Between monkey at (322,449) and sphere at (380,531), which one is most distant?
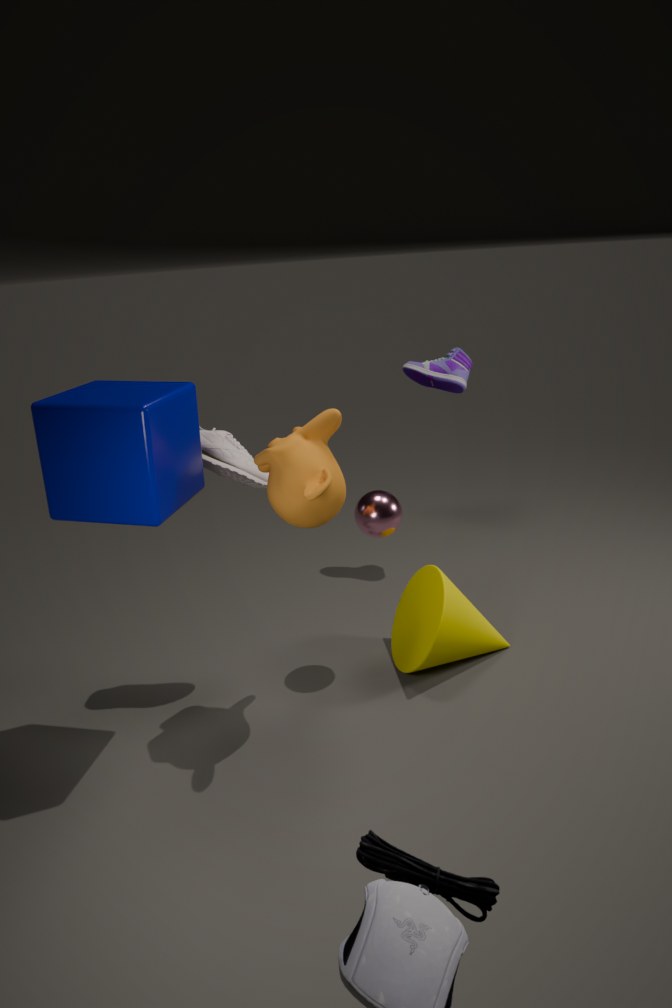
sphere at (380,531)
